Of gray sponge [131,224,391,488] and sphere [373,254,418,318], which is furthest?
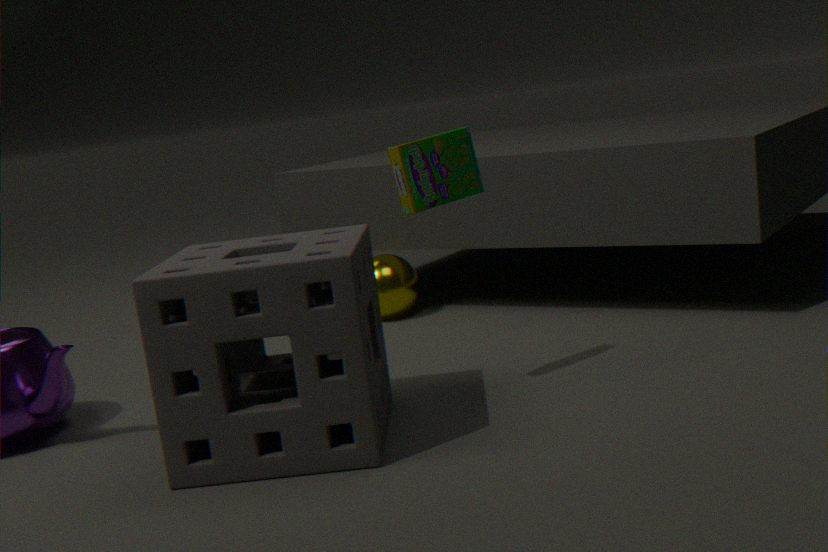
sphere [373,254,418,318]
